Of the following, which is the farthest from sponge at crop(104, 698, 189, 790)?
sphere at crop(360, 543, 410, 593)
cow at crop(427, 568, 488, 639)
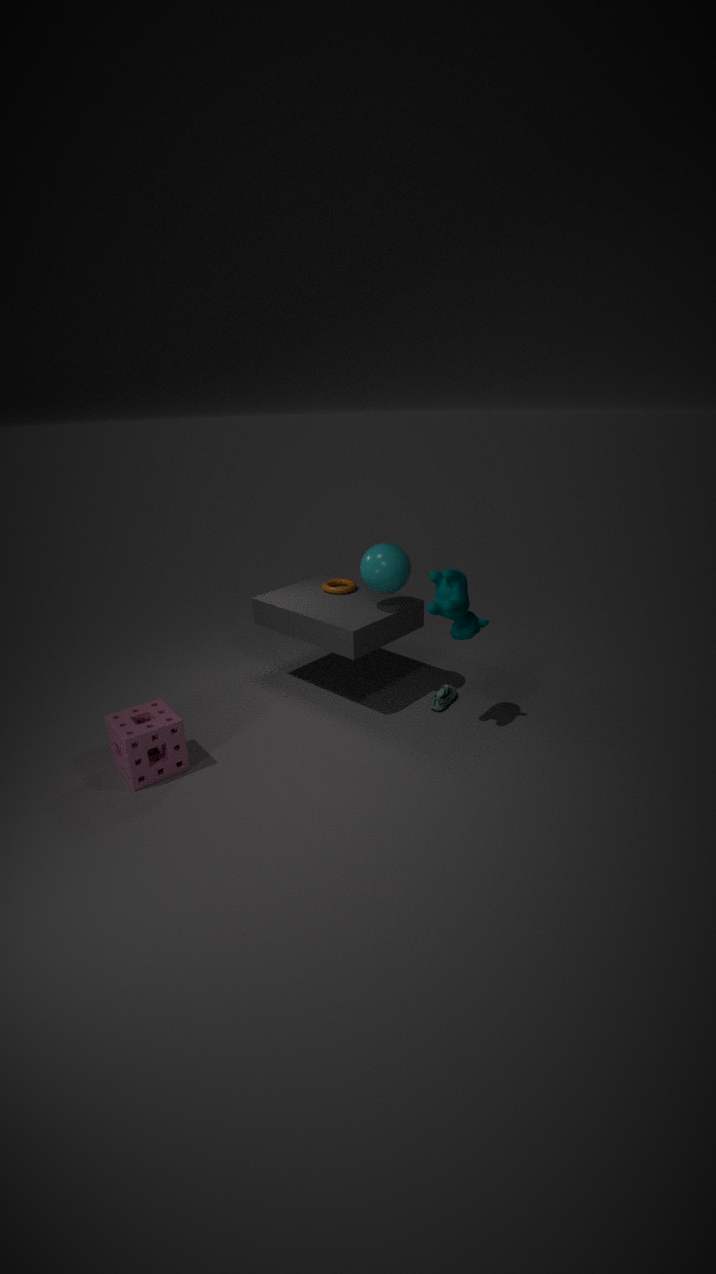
cow at crop(427, 568, 488, 639)
